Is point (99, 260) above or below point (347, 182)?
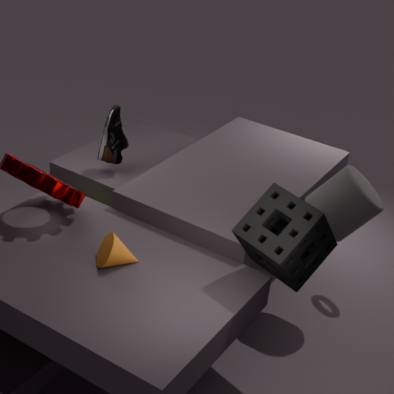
below
